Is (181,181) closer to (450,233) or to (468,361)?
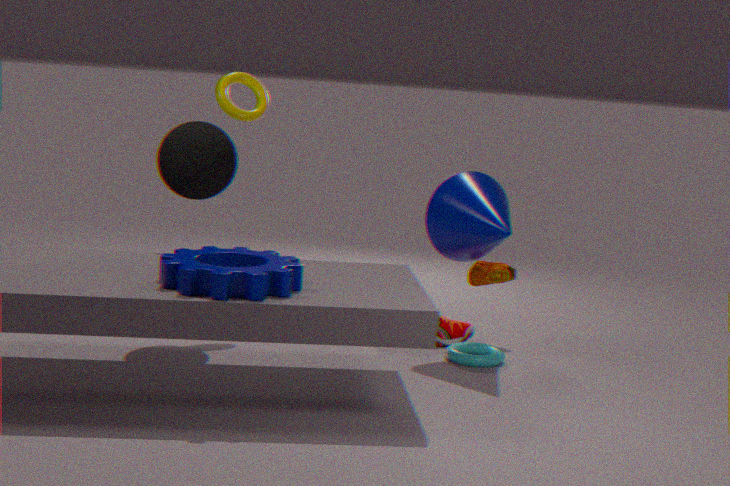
(450,233)
